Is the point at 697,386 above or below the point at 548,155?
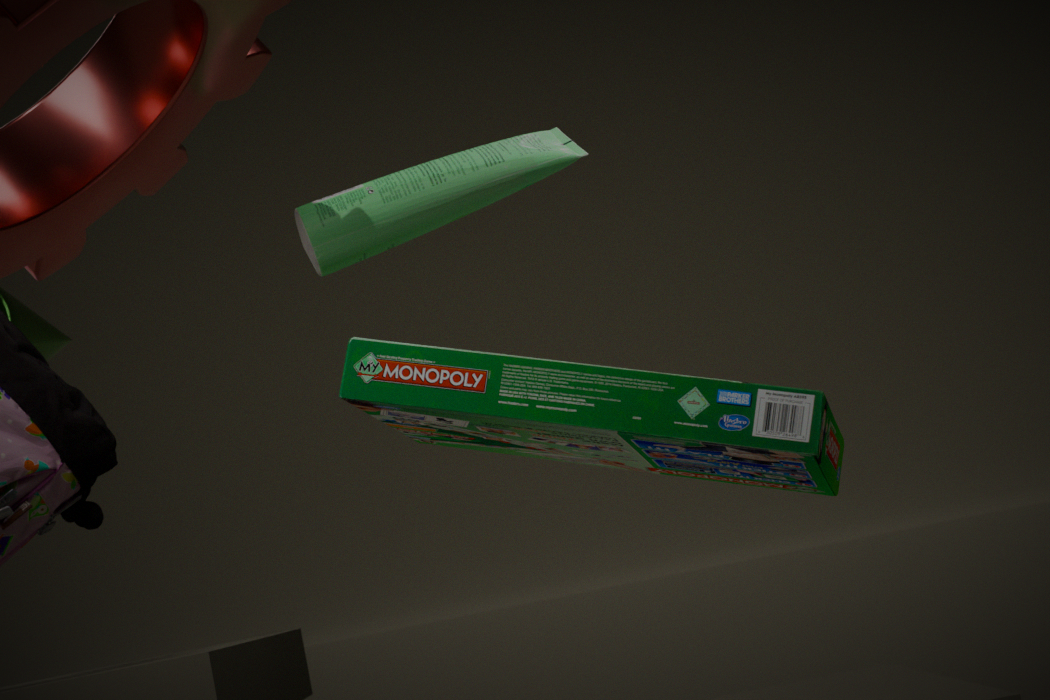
below
